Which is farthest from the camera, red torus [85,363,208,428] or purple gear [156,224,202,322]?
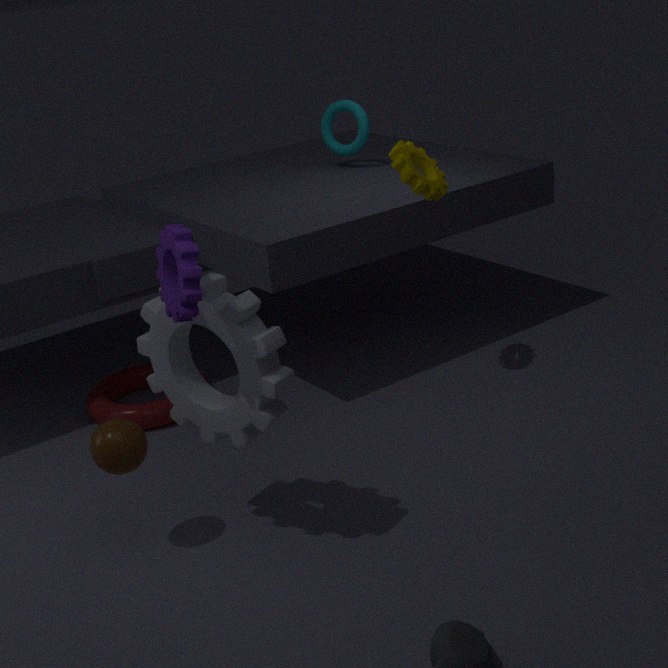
red torus [85,363,208,428]
